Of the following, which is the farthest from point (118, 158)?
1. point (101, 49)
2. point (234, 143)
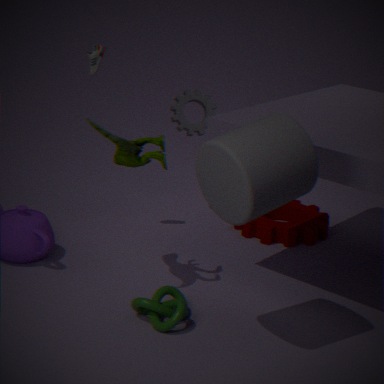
point (234, 143)
